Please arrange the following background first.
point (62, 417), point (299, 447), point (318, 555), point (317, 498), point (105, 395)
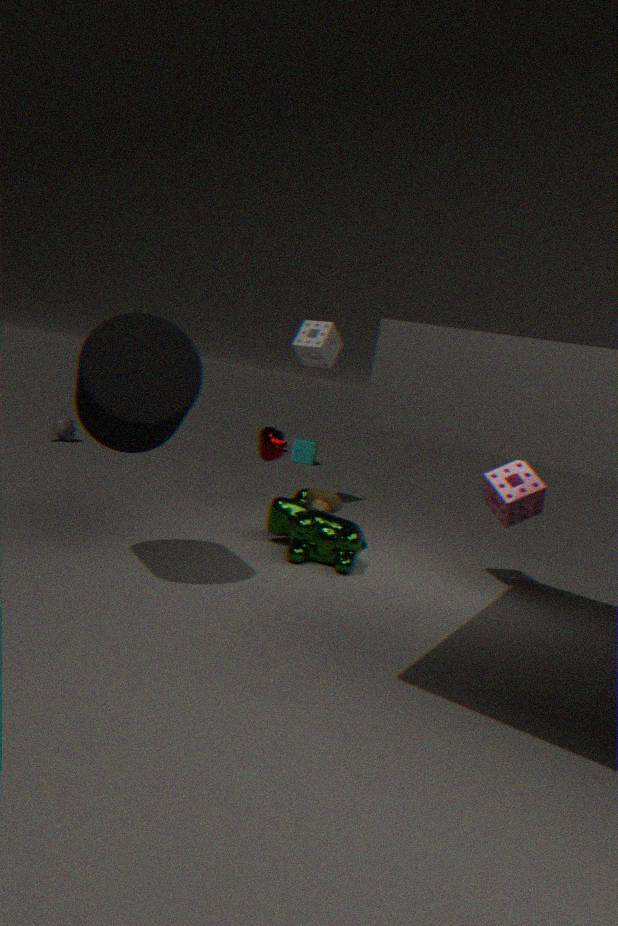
point (299, 447) < point (62, 417) < point (317, 498) < point (318, 555) < point (105, 395)
